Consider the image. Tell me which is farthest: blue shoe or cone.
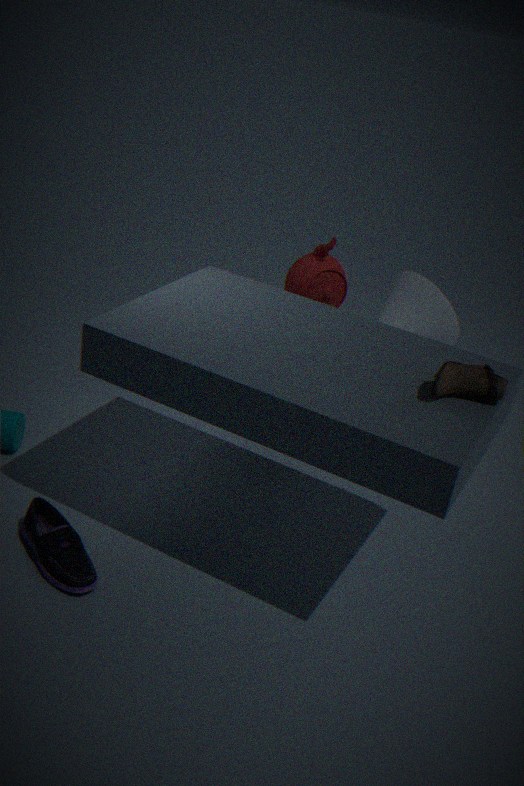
cone
